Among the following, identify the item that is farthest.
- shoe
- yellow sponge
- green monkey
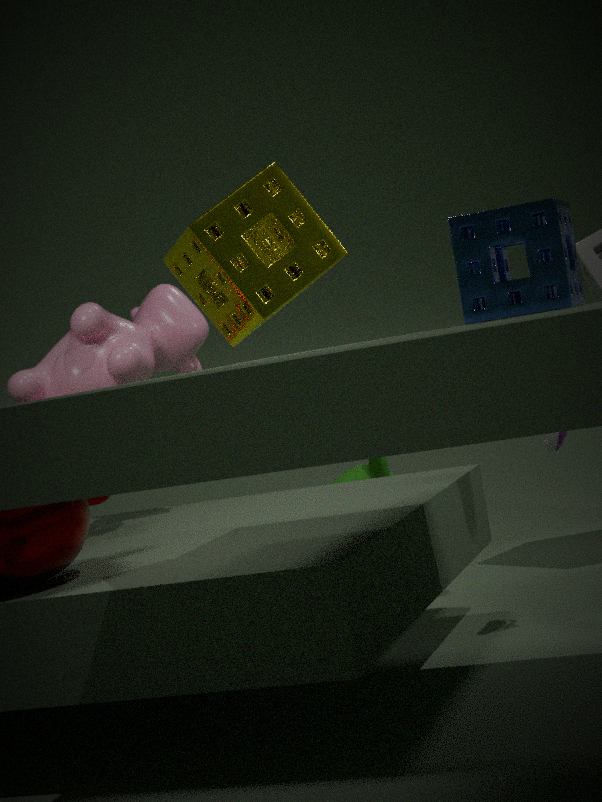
green monkey
